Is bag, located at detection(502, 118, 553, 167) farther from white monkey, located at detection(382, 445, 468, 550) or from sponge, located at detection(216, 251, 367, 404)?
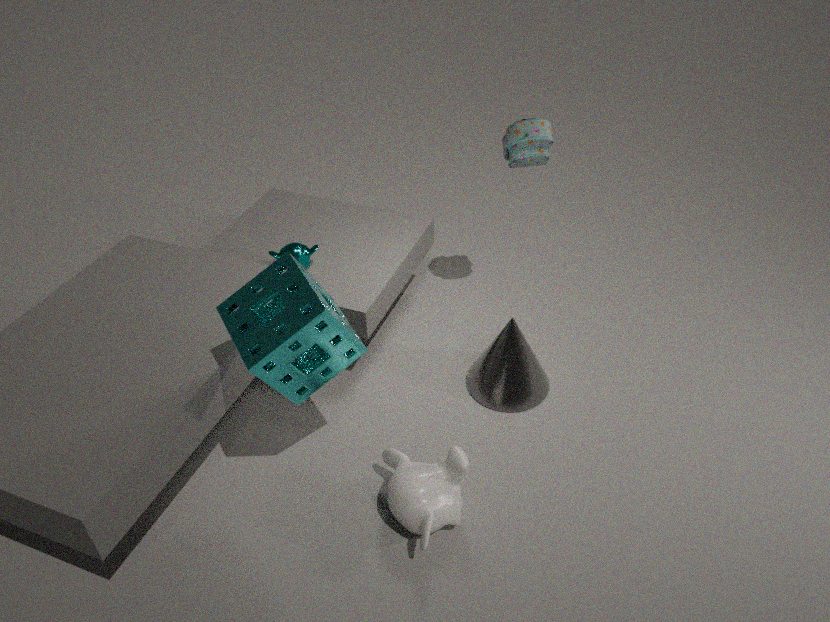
white monkey, located at detection(382, 445, 468, 550)
